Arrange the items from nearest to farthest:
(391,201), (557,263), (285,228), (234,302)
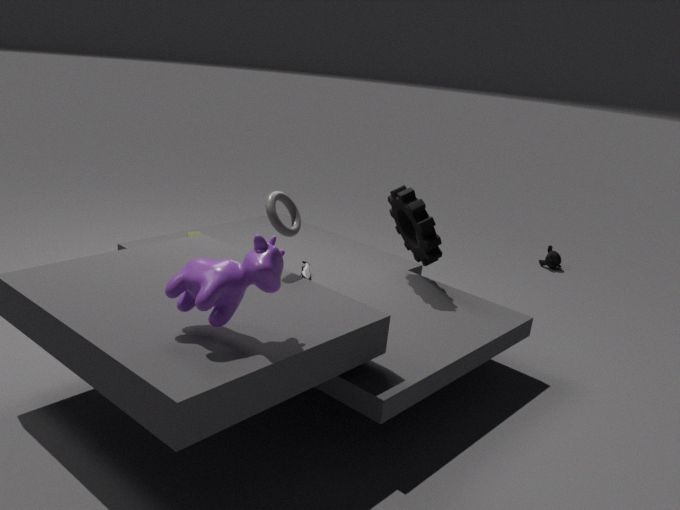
(234,302) → (285,228) → (391,201) → (557,263)
